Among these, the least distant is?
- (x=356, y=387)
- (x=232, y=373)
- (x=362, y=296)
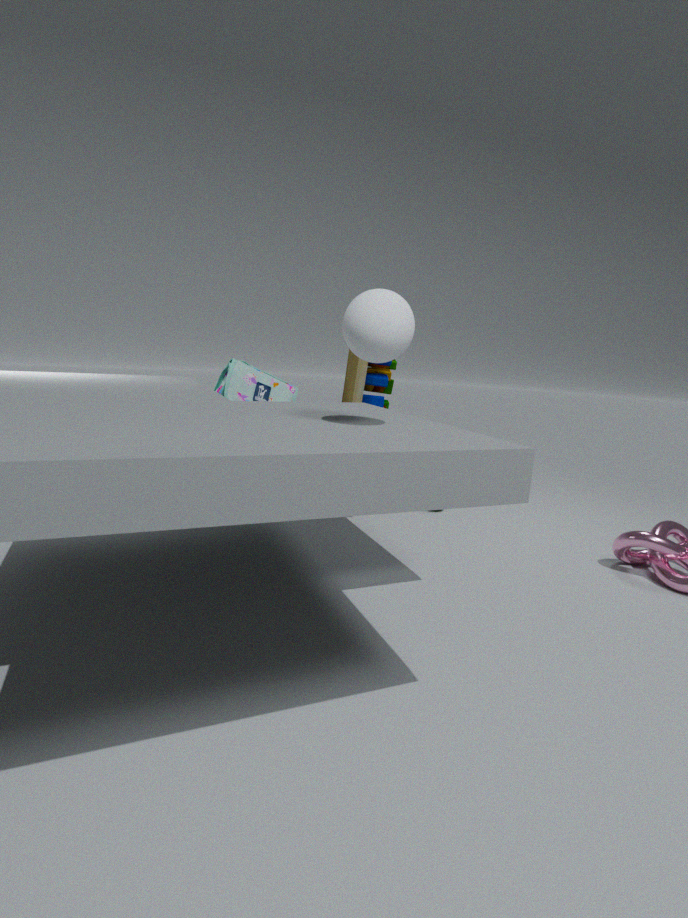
(x=362, y=296)
